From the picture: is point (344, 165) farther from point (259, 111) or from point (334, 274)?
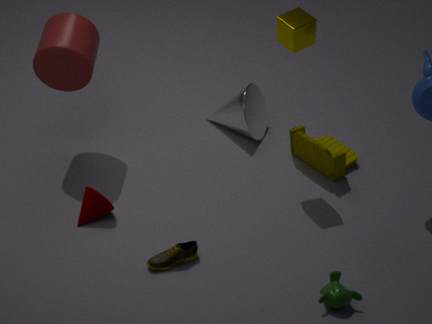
point (334, 274)
